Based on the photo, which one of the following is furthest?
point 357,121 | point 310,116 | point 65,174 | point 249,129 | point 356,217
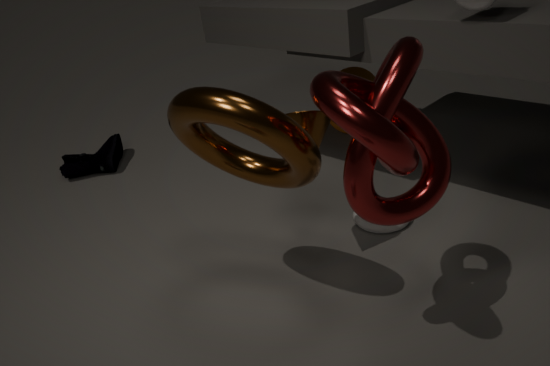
point 65,174
